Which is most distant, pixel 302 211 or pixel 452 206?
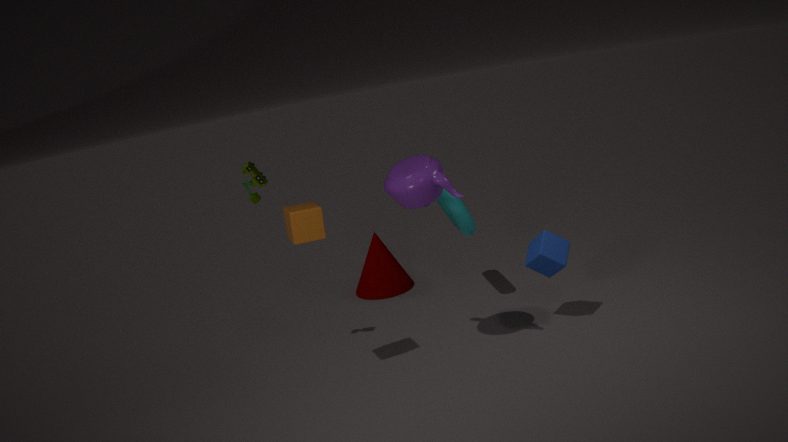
pixel 452 206
